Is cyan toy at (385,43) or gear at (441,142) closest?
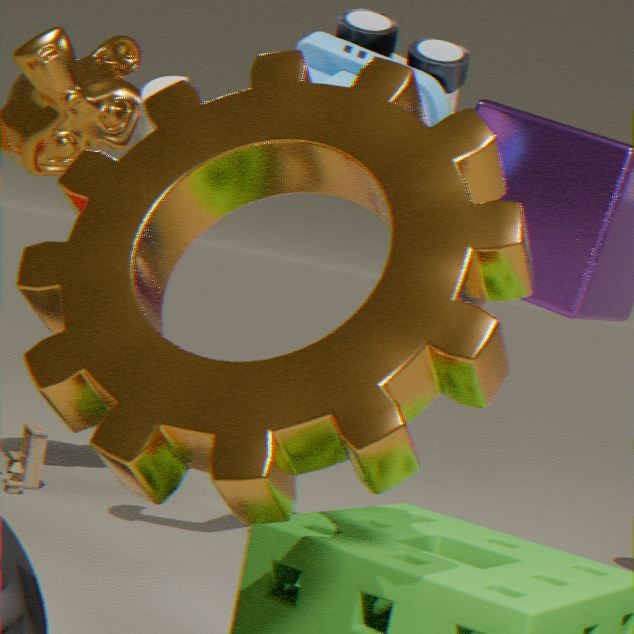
gear at (441,142)
